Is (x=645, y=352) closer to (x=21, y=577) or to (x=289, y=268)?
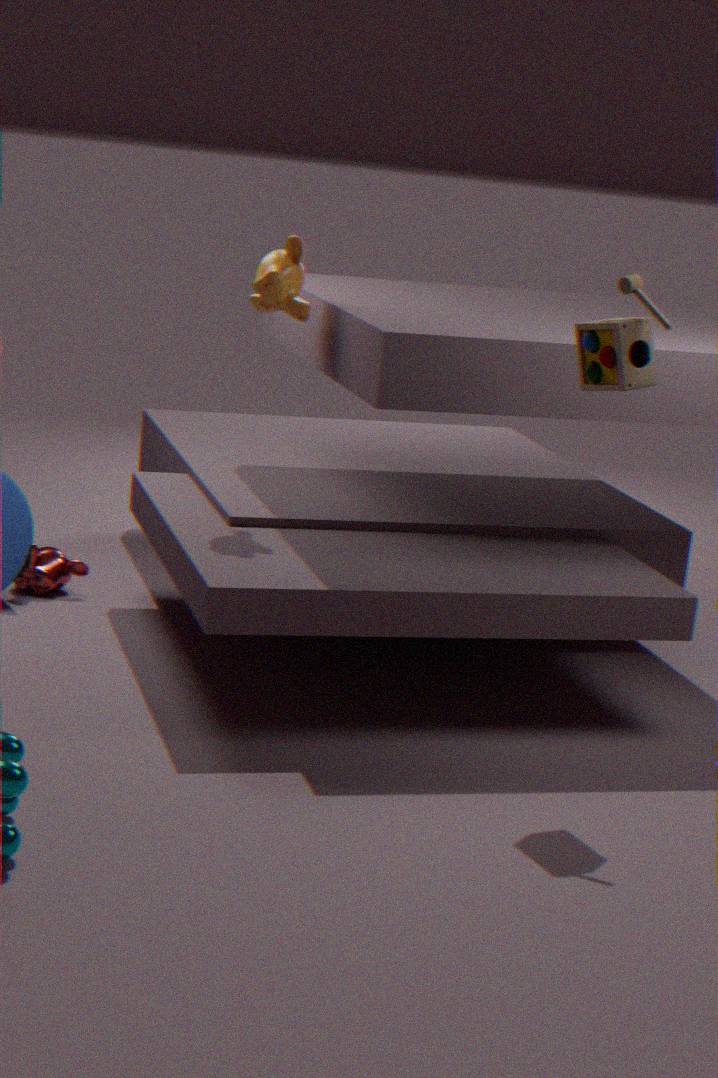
(x=289, y=268)
